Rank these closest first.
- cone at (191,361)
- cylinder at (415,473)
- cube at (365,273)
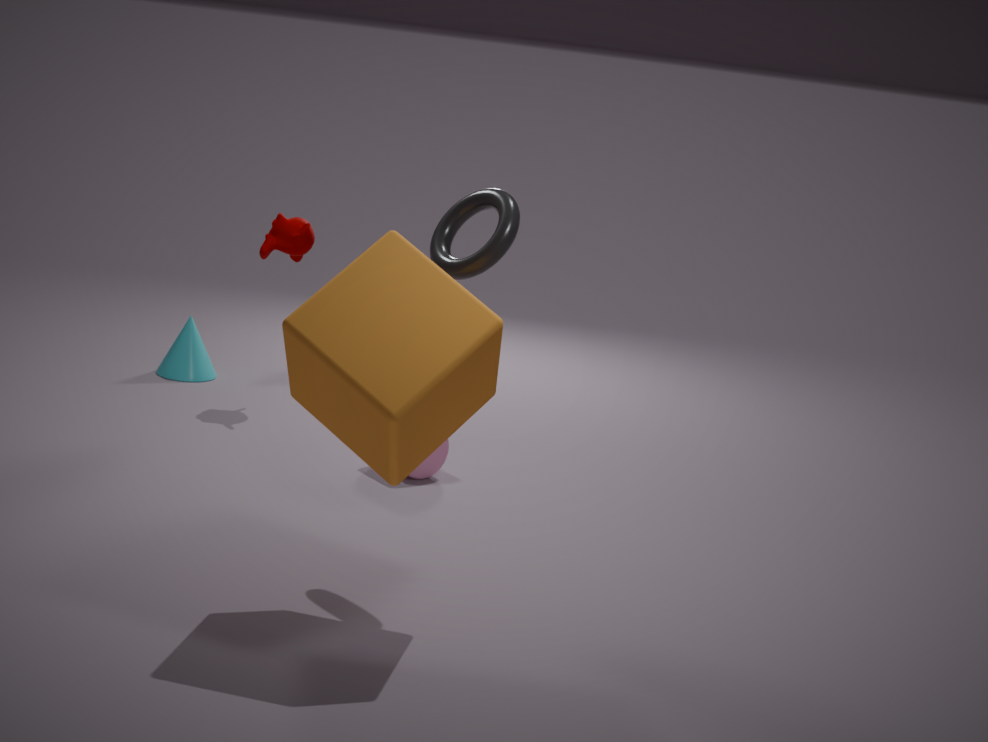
1. cube at (365,273)
2. cylinder at (415,473)
3. cone at (191,361)
